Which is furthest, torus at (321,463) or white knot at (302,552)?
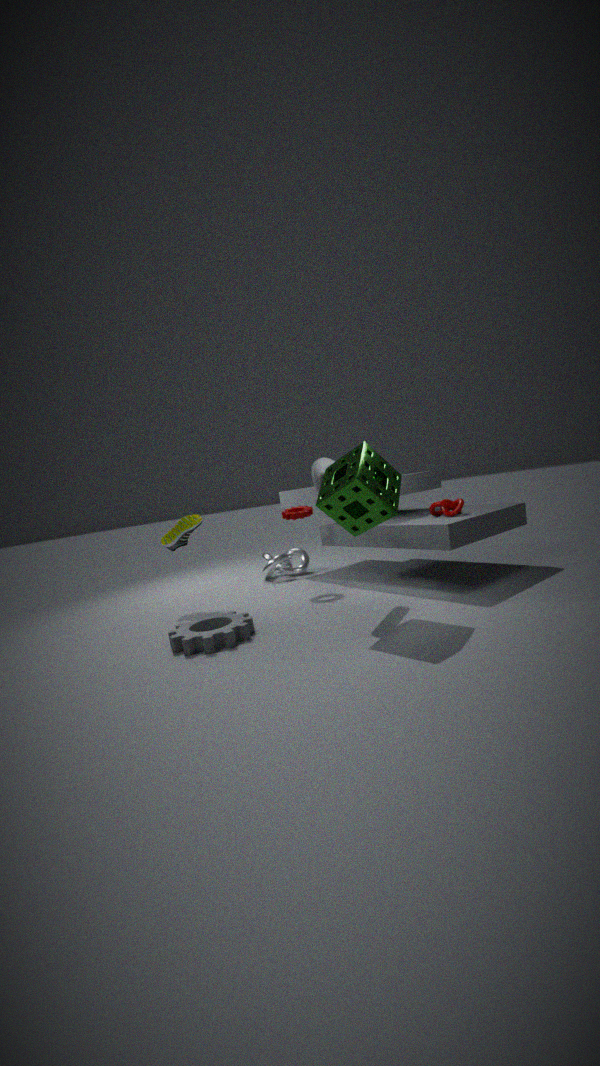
white knot at (302,552)
